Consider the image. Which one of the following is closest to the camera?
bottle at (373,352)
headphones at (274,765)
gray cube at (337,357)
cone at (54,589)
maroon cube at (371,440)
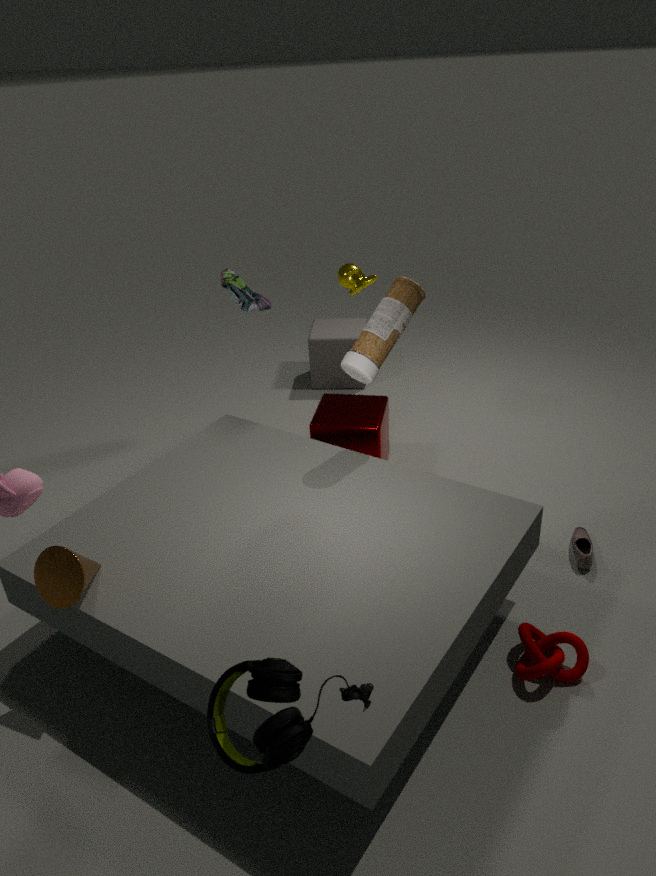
headphones at (274,765)
